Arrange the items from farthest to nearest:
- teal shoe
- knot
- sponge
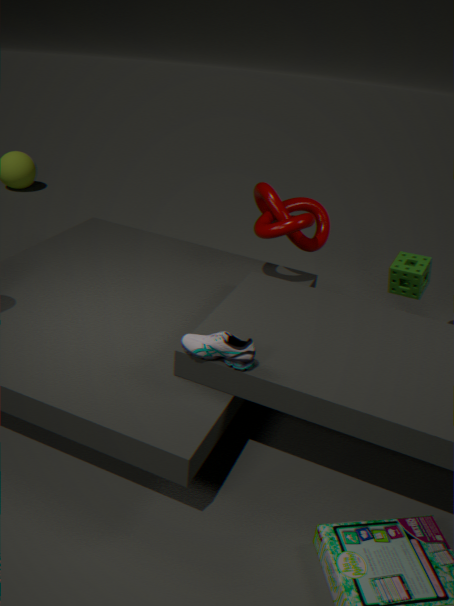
1. sponge
2. knot
3. teal shoe
